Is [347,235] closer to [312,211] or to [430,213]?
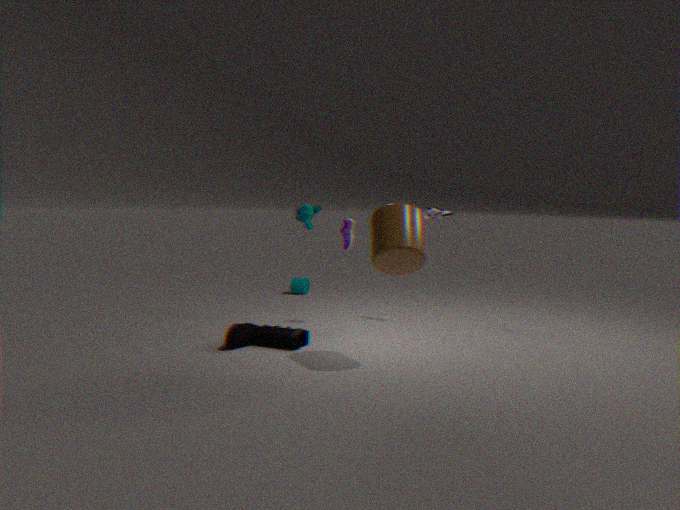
[312,211]
